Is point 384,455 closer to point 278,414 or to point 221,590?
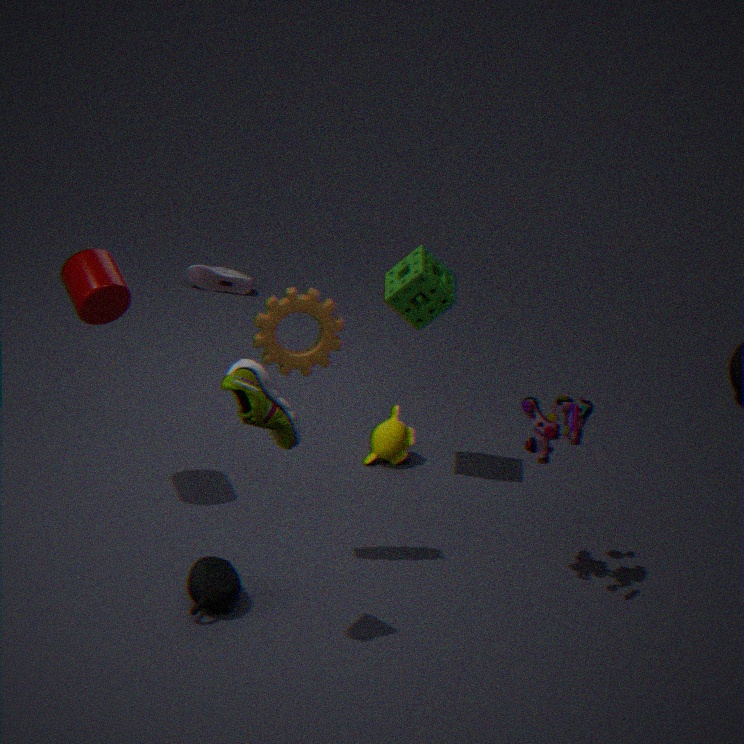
point 221,590
